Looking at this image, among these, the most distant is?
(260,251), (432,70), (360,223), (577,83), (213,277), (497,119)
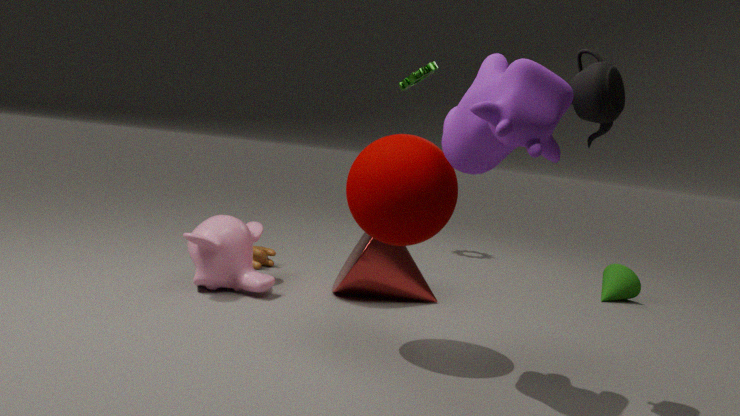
(432,70)
